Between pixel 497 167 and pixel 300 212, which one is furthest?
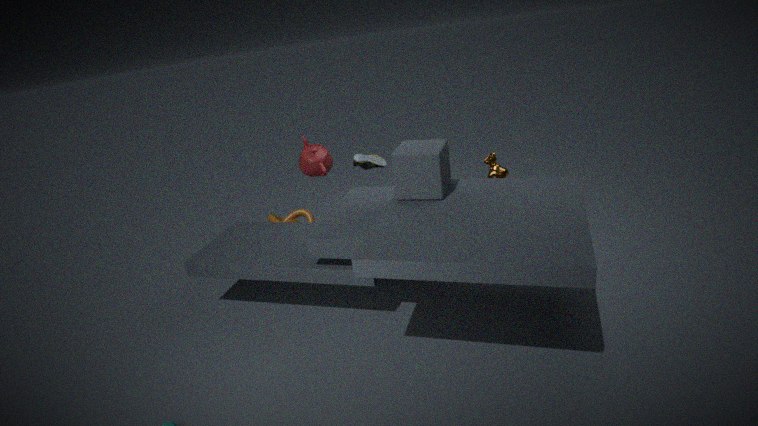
pixel 300 212
